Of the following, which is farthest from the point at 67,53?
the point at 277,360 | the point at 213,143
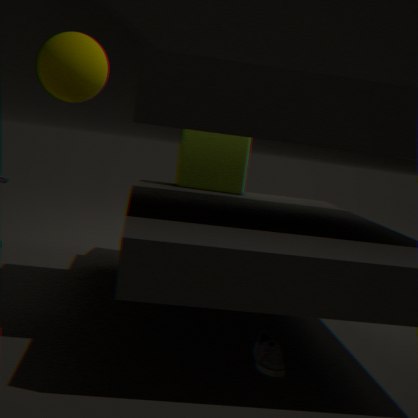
the point at 277,360
